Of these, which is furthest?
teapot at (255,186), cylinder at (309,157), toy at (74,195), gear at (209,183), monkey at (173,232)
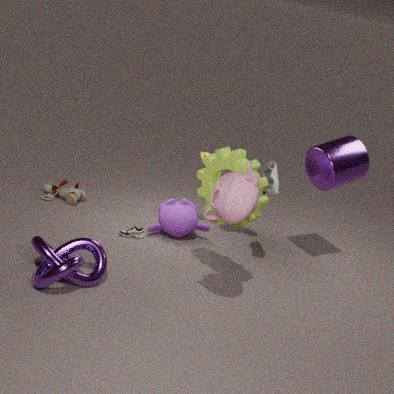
toy at (74,195)
